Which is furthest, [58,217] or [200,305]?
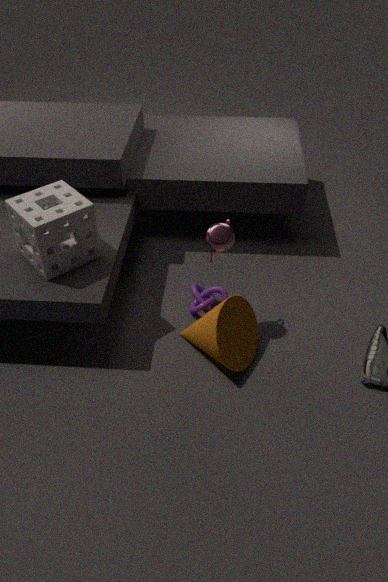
[200,305]
